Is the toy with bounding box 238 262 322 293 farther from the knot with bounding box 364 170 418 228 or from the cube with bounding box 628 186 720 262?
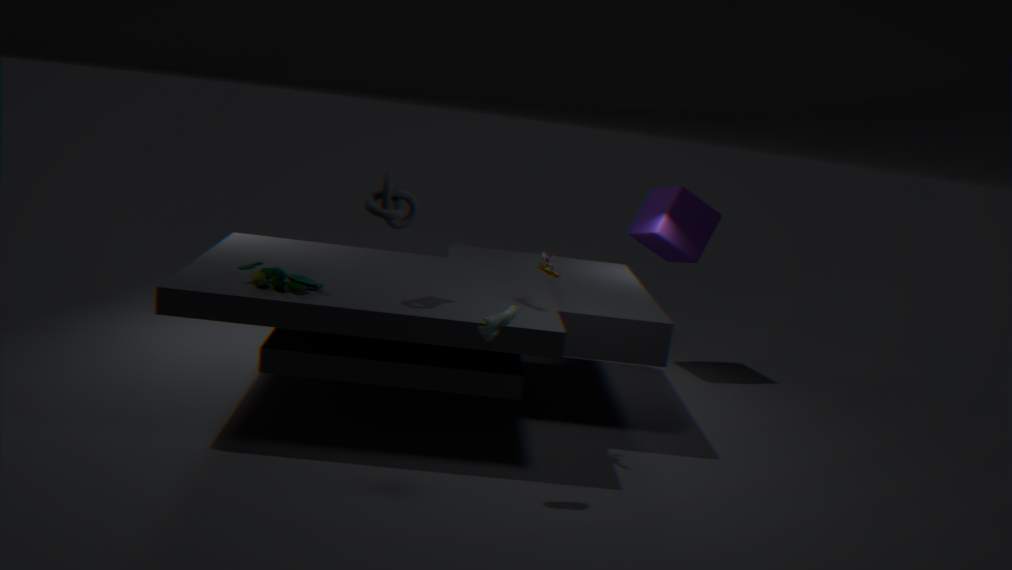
the cube with bounding box 628 186 720 262
